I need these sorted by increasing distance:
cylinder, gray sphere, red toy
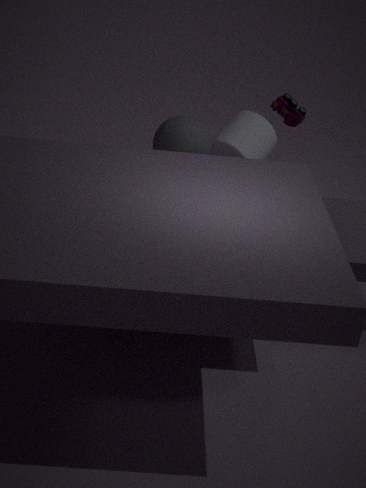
1. gray sphere
2. red toy
3. cylinder
